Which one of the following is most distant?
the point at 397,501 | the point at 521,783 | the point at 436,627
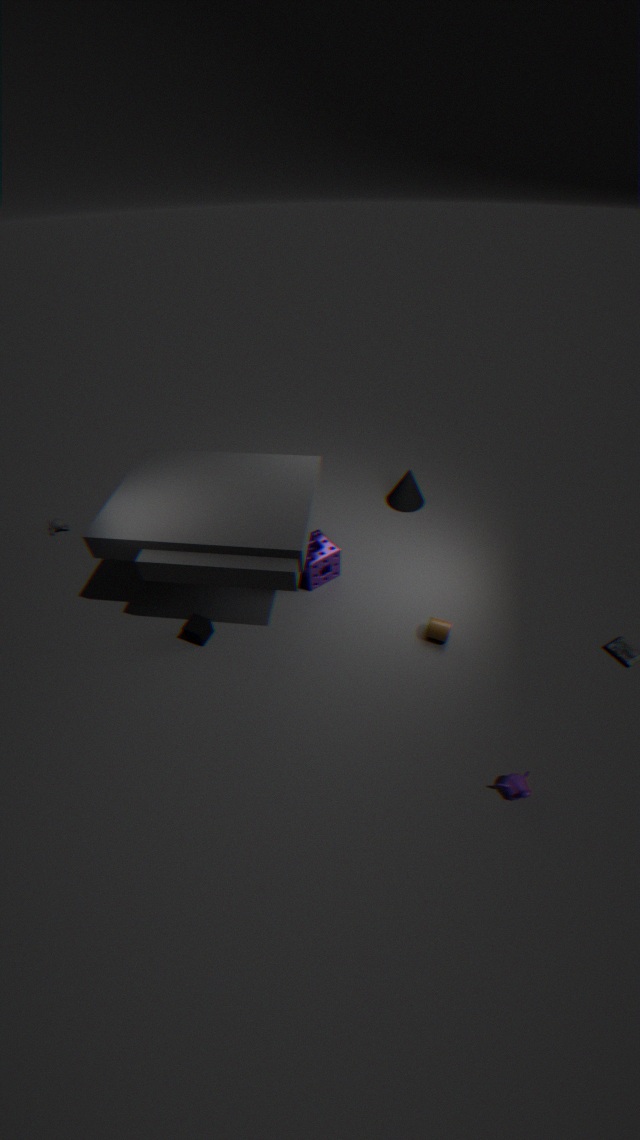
the point at 397,501
